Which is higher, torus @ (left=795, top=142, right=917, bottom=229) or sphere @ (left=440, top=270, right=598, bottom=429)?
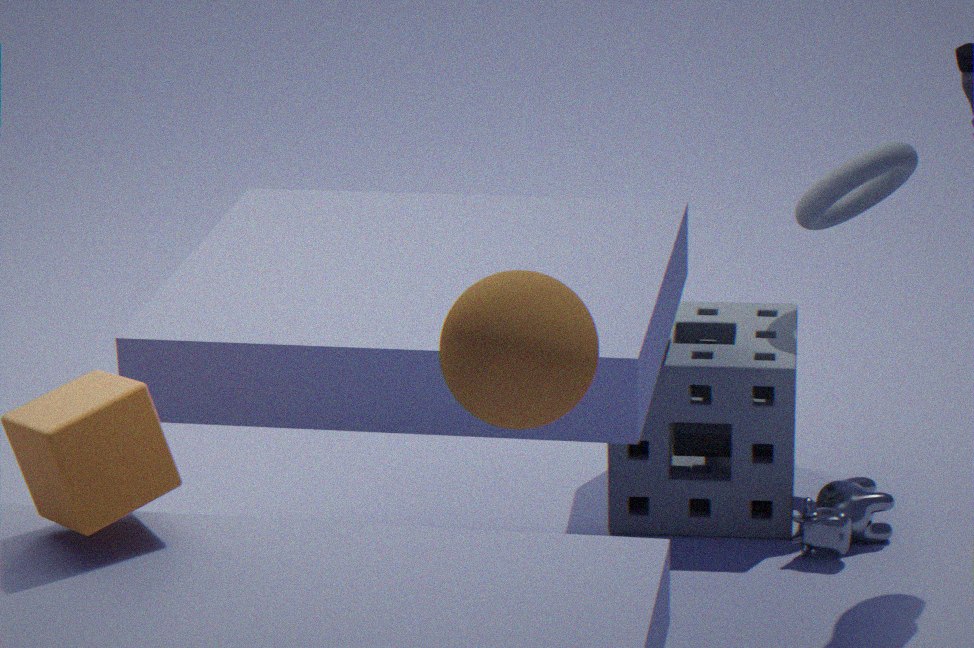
sphere @ (left=440, top=270, right=598, bottom=429)
